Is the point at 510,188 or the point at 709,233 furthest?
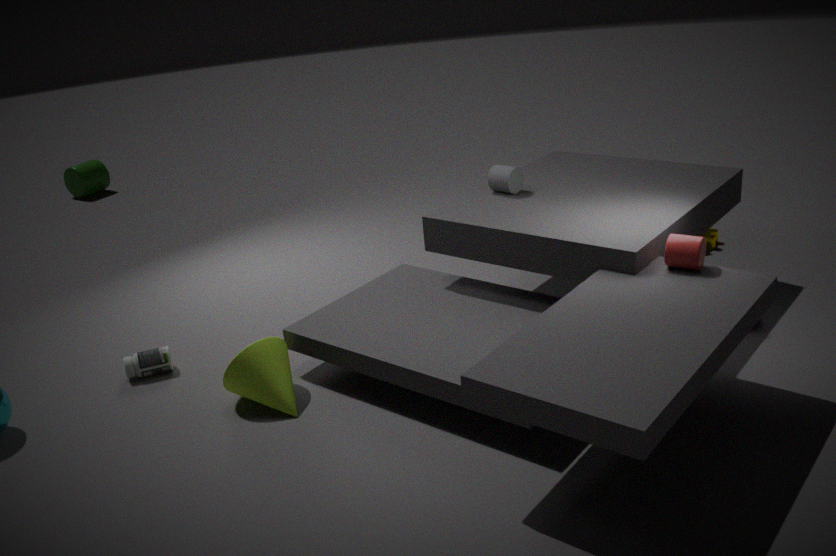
the point at 709,233
